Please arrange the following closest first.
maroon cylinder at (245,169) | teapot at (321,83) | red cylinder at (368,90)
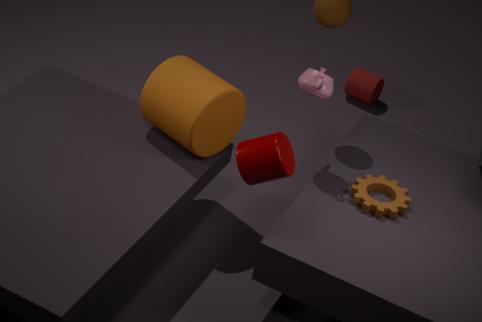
maroon cylinder at (245,169)
teapot at (321,83)
red cylinder at (368,90)
